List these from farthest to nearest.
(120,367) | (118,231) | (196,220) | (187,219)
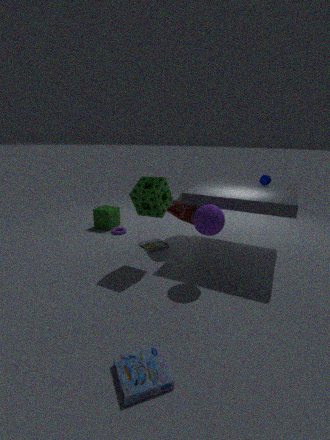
(118,231) → (187,219) → (196,220) → (120,367)
